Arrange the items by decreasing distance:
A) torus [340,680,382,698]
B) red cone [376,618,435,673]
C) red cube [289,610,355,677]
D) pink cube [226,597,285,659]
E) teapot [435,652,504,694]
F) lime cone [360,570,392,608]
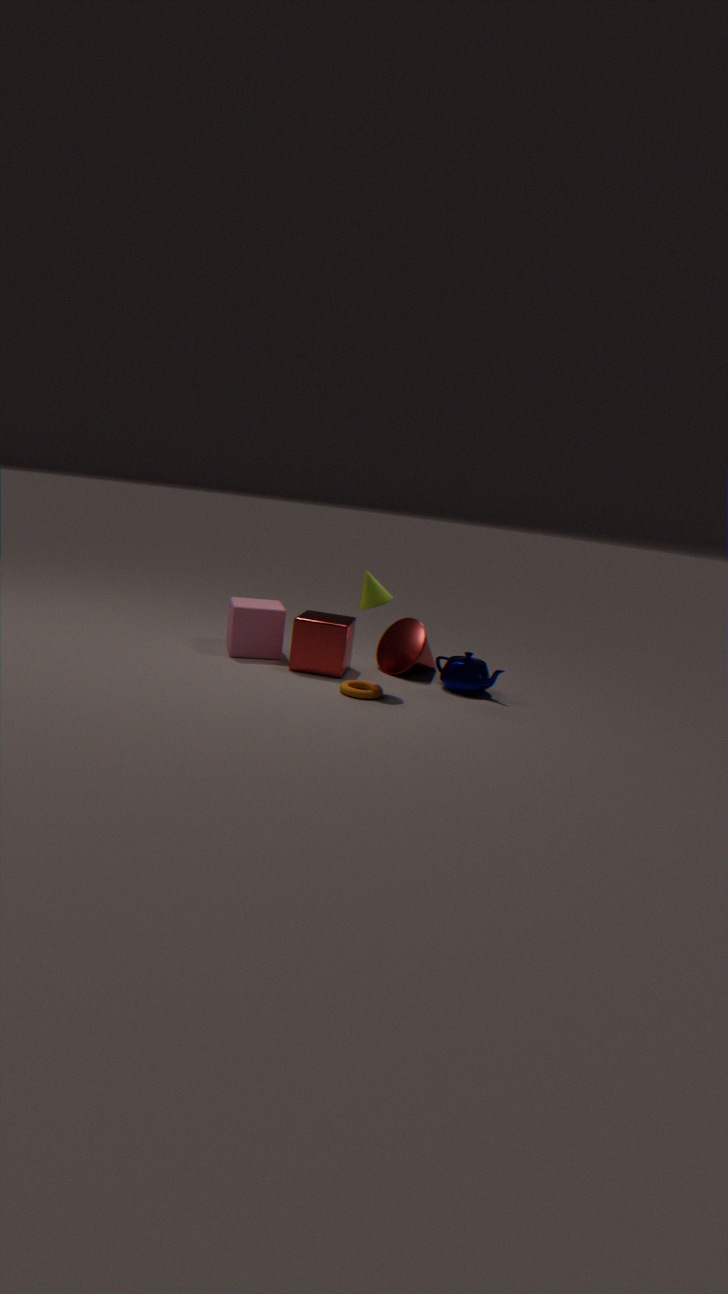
red cone [376,618,435,673]
pink cube [226,597,285,659]
red cube [289,610,355,677]
teapot [435,652,504,694]
lime cone [360,570,392,608]
torus [340,680,382,698]
